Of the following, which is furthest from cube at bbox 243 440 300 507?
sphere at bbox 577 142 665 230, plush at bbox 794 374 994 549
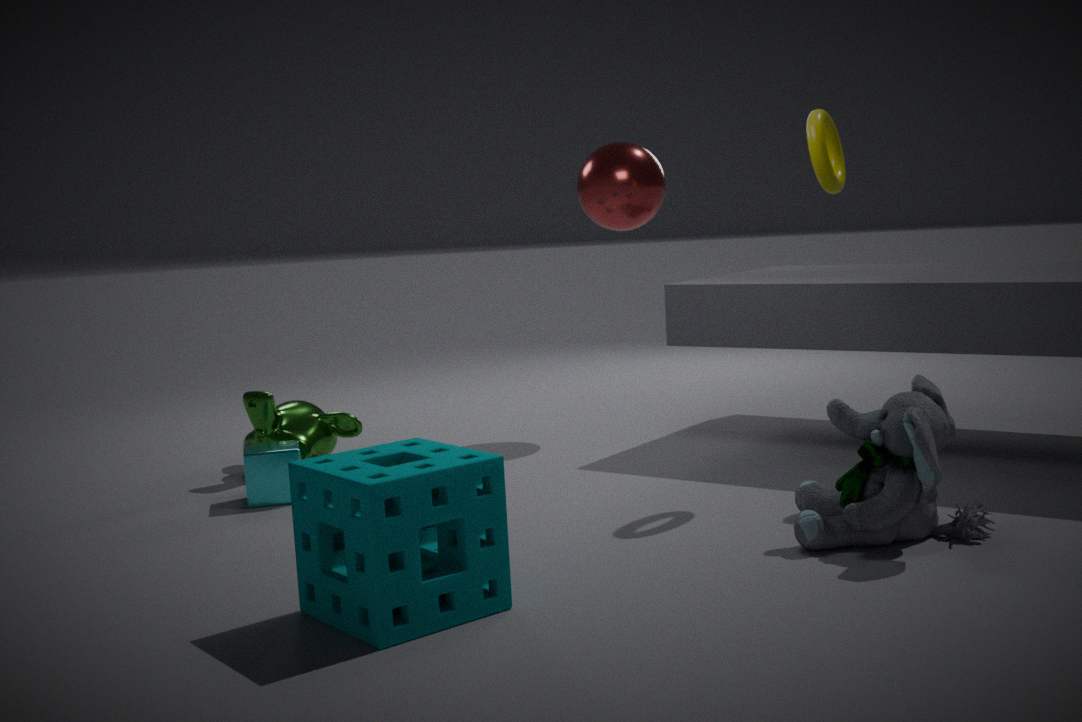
plush at bbox 794 374 994 549
